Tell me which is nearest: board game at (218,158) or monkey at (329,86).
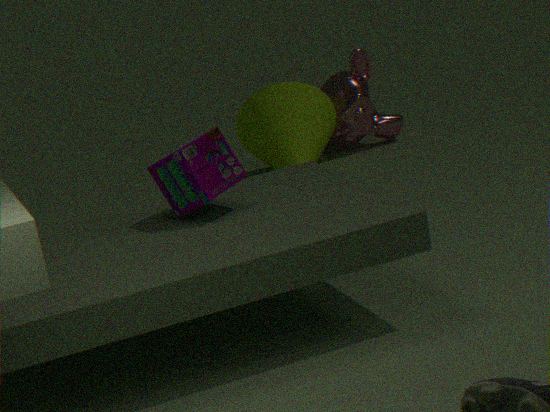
board game at (218,158)
